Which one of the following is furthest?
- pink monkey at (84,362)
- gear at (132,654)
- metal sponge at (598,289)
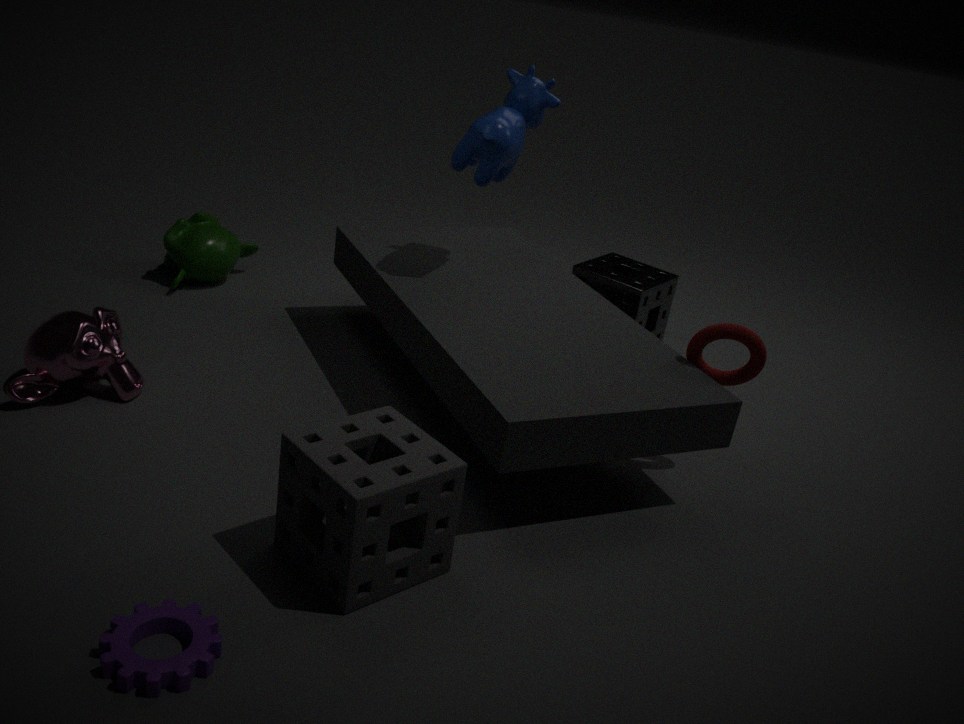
metal sponge at (598,289)
